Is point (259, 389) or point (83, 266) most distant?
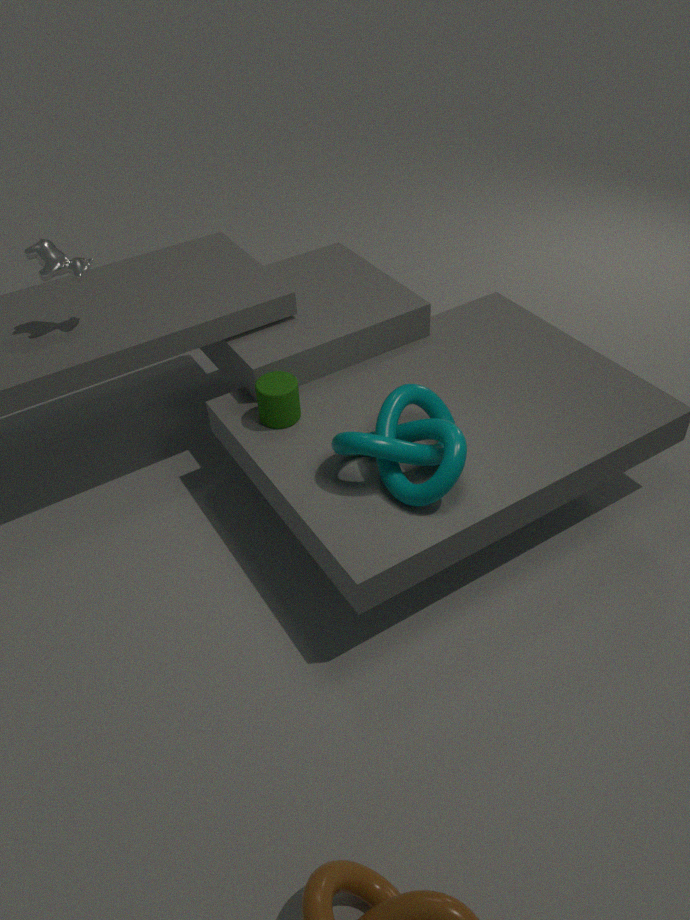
point (83, 266)
